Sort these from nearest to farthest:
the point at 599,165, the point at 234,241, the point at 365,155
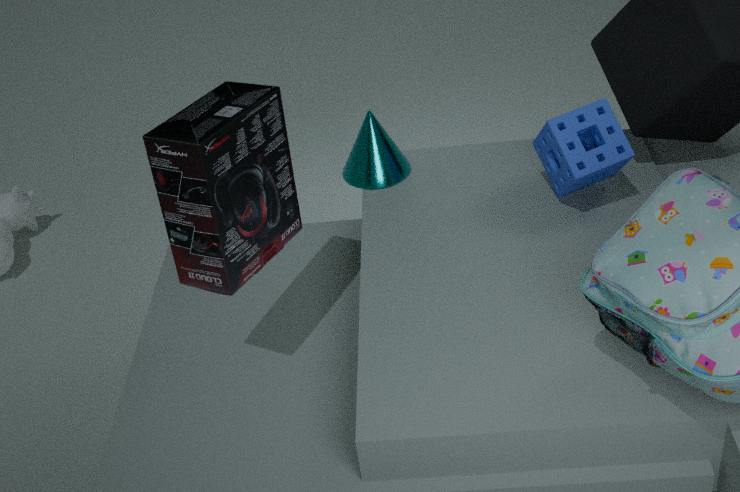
the point at 234,241 < the point at 599,165 < the point at 365,155
